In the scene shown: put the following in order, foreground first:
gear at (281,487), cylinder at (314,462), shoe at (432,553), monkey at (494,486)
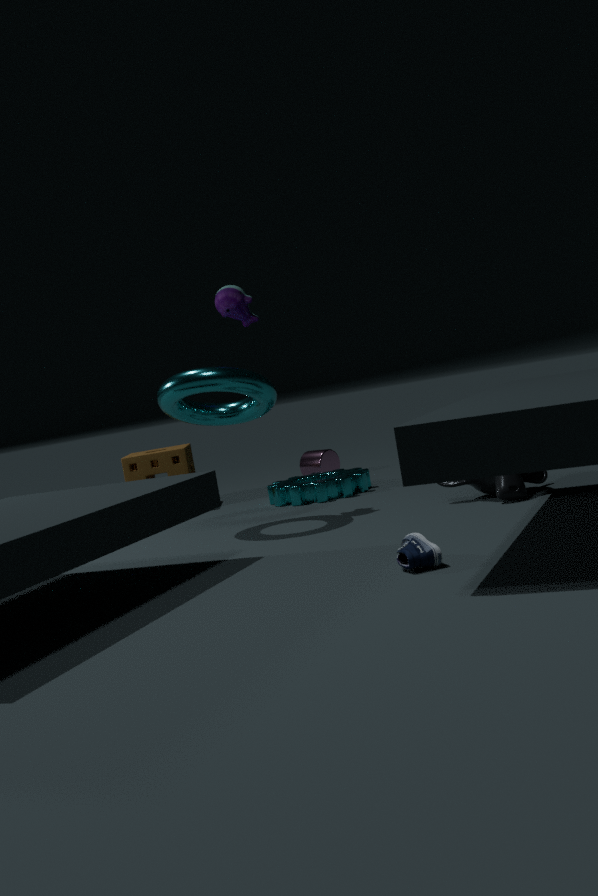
shoe at (432,553)
monkey at (494,486)
gear at (281,487)
cylinder at (314,462)
